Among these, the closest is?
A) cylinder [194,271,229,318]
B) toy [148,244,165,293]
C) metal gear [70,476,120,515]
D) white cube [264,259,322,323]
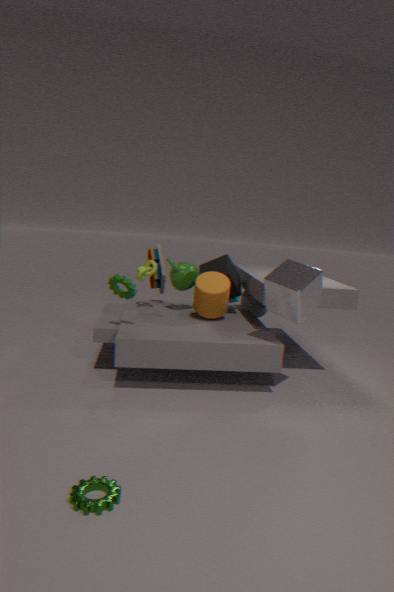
metal gear [70,476,120,515]
